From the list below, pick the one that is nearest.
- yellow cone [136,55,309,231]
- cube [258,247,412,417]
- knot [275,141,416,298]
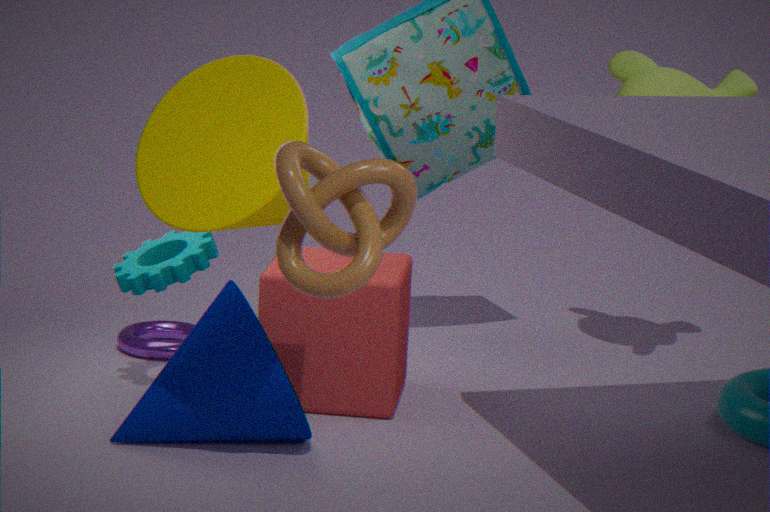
knot [275,141,416,298]
